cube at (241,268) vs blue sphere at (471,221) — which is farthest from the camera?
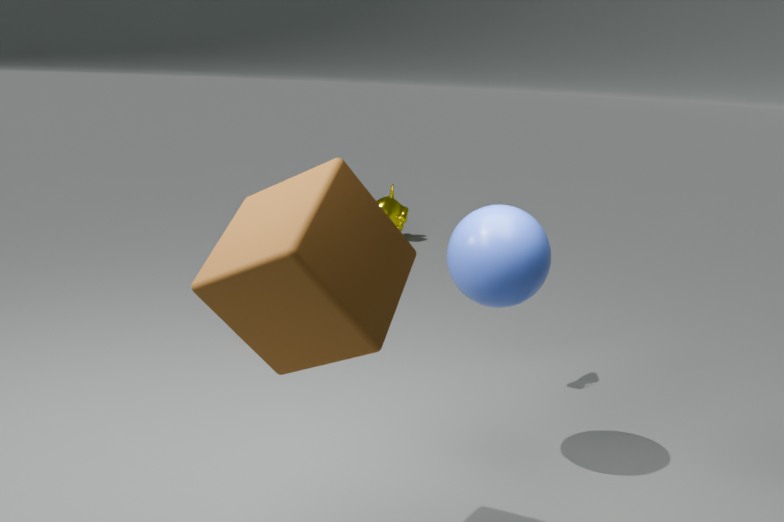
blue sphere at (471,221)
